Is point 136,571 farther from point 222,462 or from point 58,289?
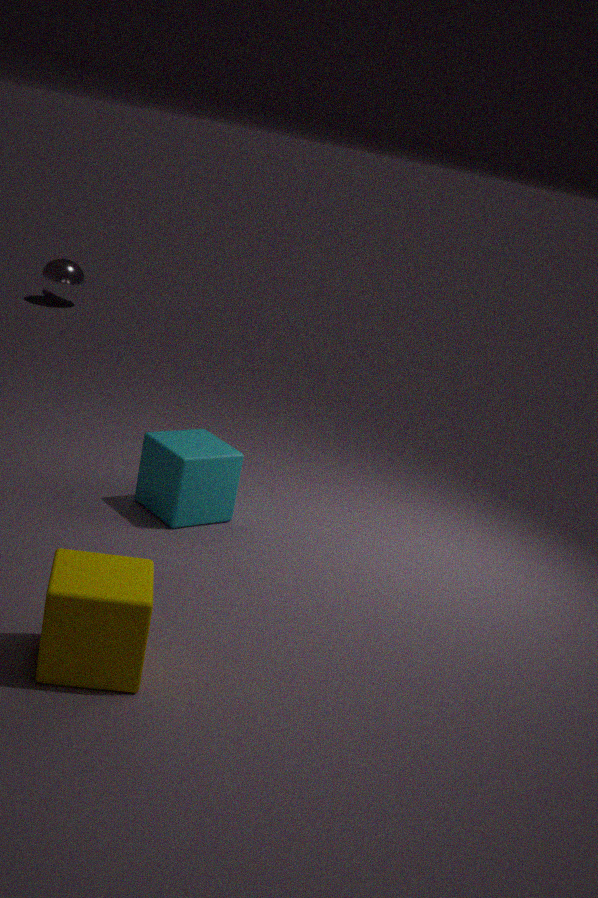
point 58,289
